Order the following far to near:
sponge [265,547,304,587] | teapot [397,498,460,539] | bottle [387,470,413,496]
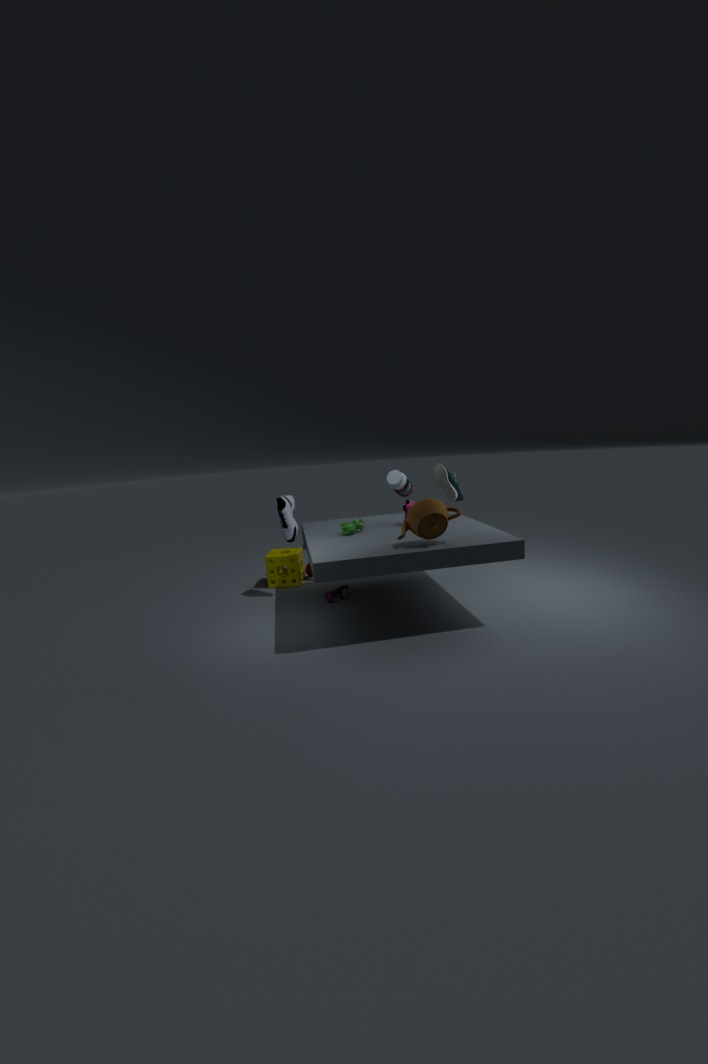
bottle [387,470,413,496]
sponge [265,547,304,587]
teapot [397,498,460,539]
